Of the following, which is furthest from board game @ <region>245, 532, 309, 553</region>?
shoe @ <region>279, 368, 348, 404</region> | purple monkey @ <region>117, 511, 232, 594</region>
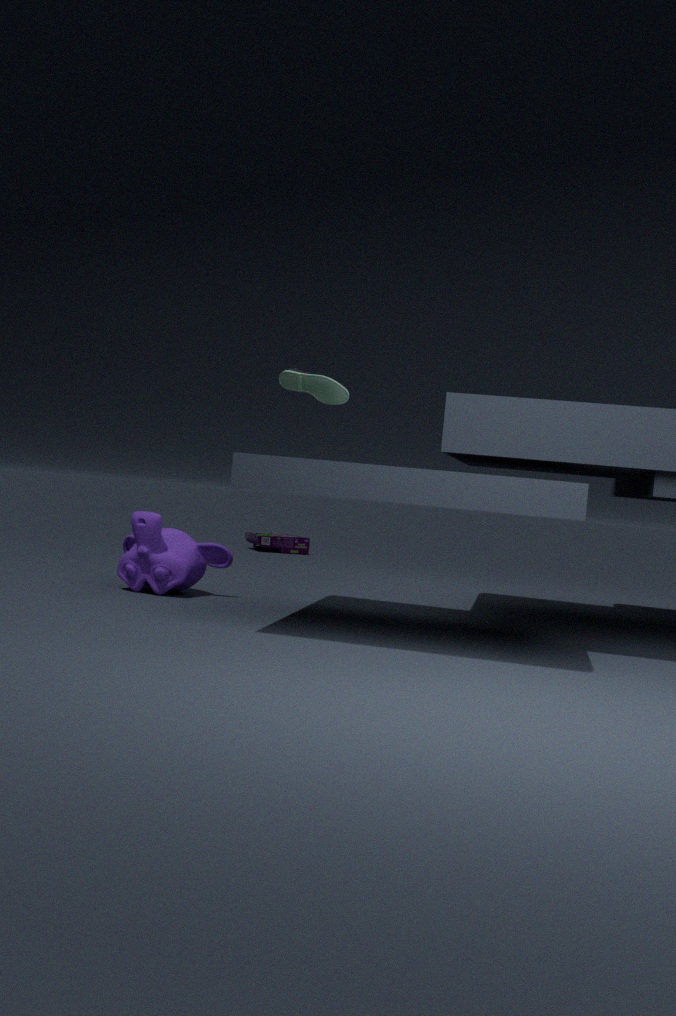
shoe @ <region>279, 368, 348, 404</region>
